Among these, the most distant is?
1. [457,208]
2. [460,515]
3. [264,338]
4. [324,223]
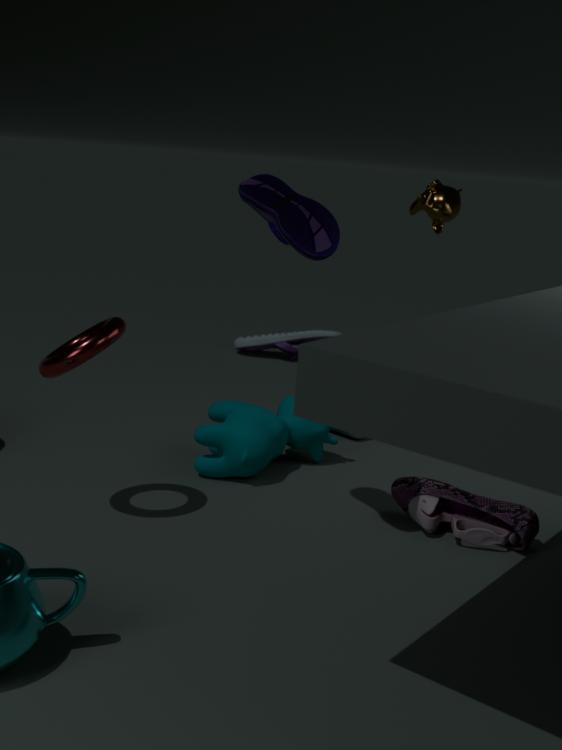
[264,338]
